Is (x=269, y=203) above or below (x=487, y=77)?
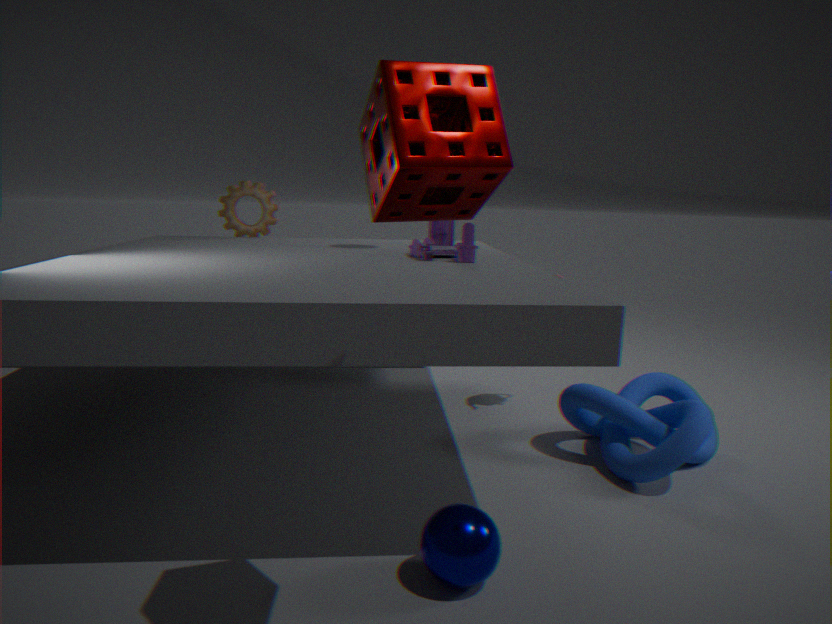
below
